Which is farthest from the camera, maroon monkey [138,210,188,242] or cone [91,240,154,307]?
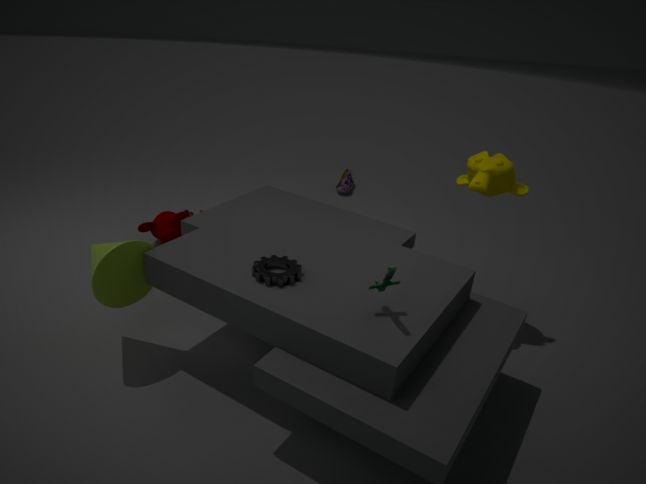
maroon monkey [138,210,188,242]
